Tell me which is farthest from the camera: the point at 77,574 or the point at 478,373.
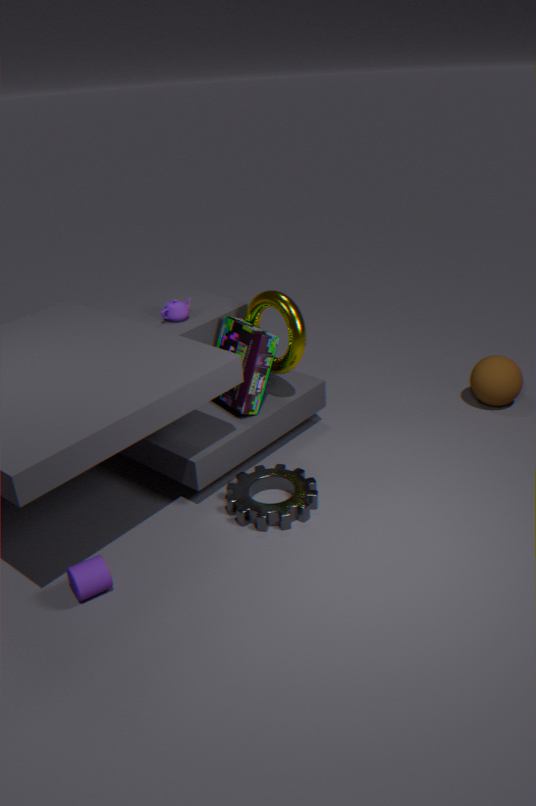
the point at 478,373
